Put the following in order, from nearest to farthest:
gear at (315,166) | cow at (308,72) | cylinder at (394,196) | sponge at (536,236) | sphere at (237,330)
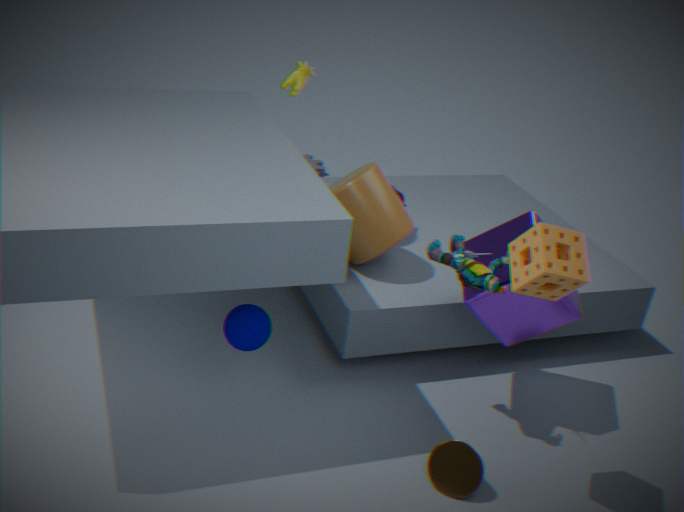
sponge at (536,236) → sphere at (237,330) → cylinder at (394,196) → cow at (308,72) → gear at (315,166)
